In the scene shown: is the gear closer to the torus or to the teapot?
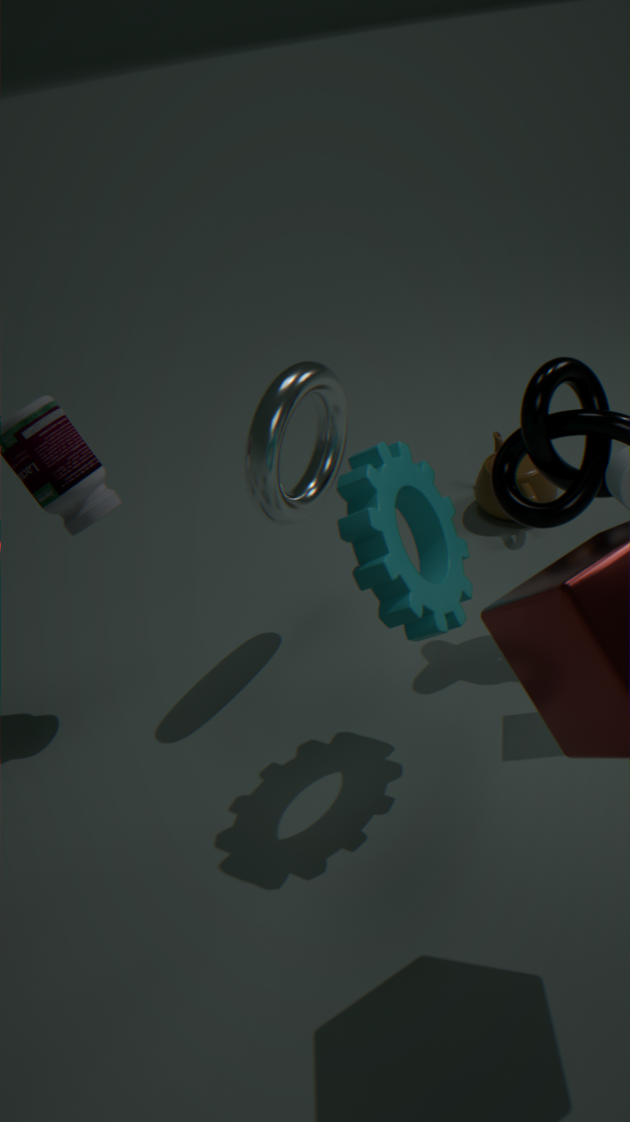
the torus
